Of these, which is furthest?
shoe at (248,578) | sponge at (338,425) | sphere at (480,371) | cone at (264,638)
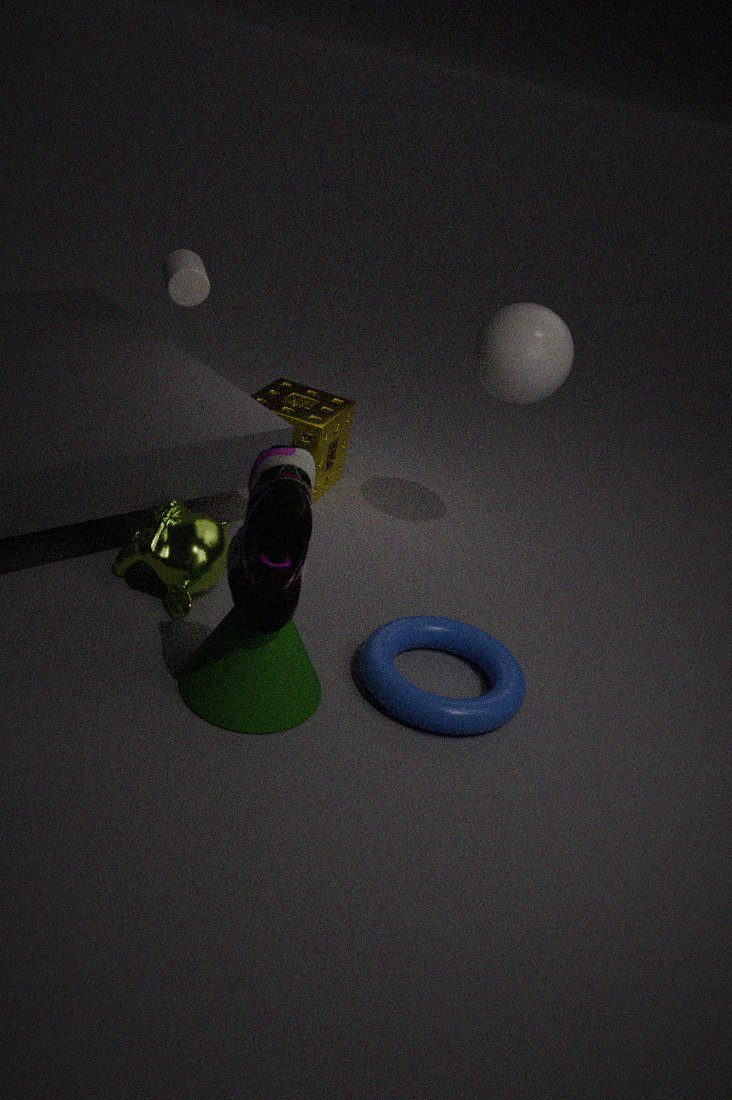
sponge at (338,425)
